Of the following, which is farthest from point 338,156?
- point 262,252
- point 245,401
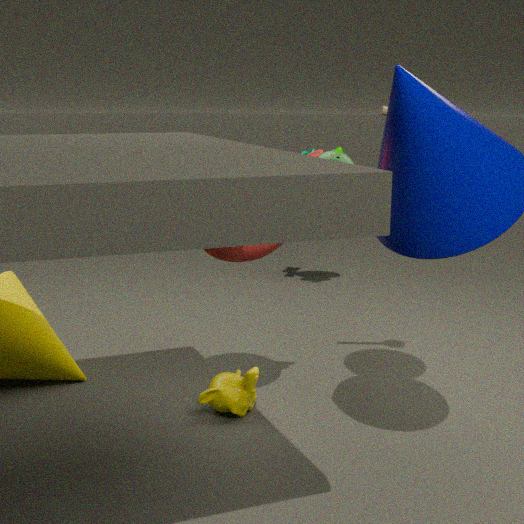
point 245,401
